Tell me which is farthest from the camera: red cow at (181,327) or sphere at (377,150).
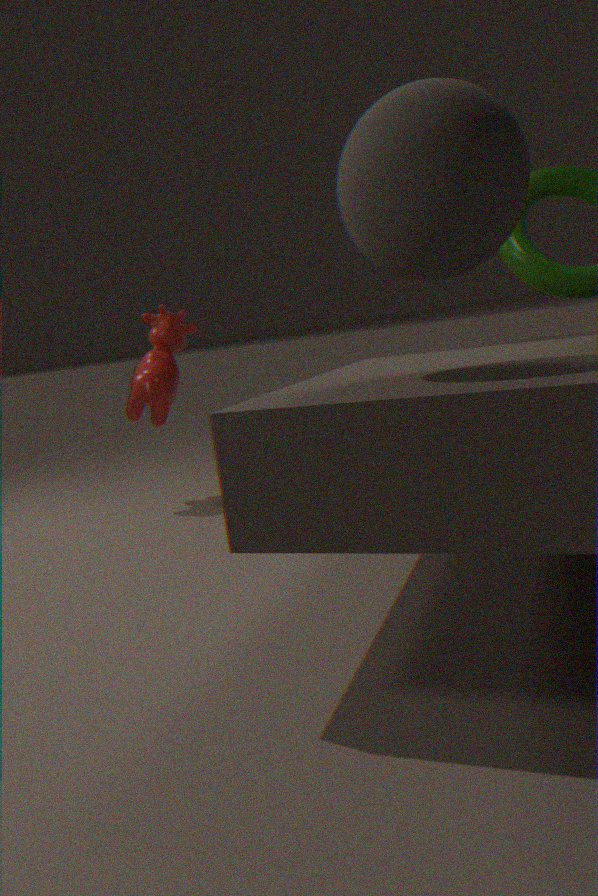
red cow at (181,327)
